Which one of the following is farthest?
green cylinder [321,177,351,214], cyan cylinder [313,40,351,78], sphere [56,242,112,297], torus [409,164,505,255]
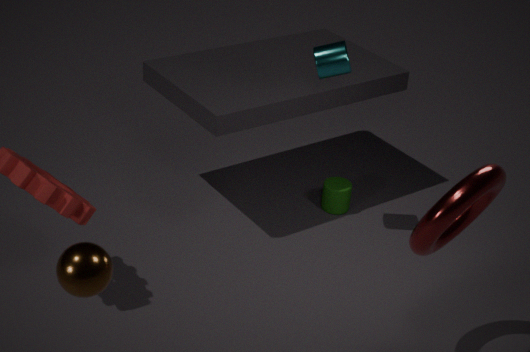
green cylinder [321,177,351,214]
